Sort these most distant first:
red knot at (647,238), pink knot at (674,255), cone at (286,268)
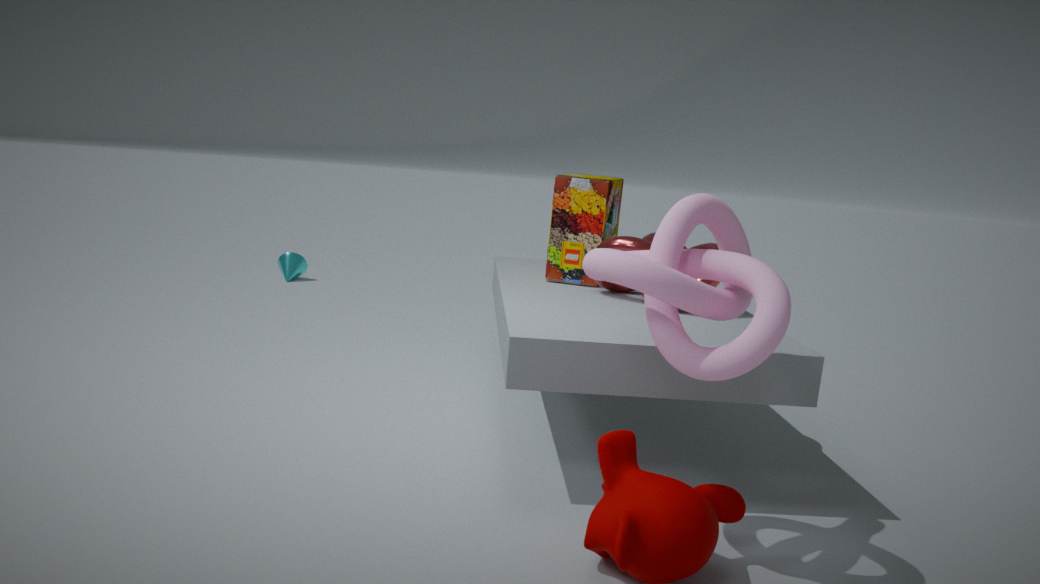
cone at (286,268) → red knot at (647,238) → pink knot at (674,255)
